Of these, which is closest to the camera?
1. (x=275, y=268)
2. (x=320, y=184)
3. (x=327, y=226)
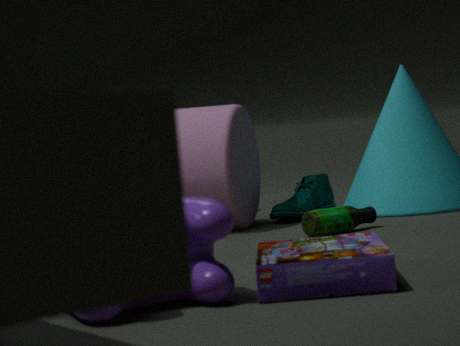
(x=275, y=268)
